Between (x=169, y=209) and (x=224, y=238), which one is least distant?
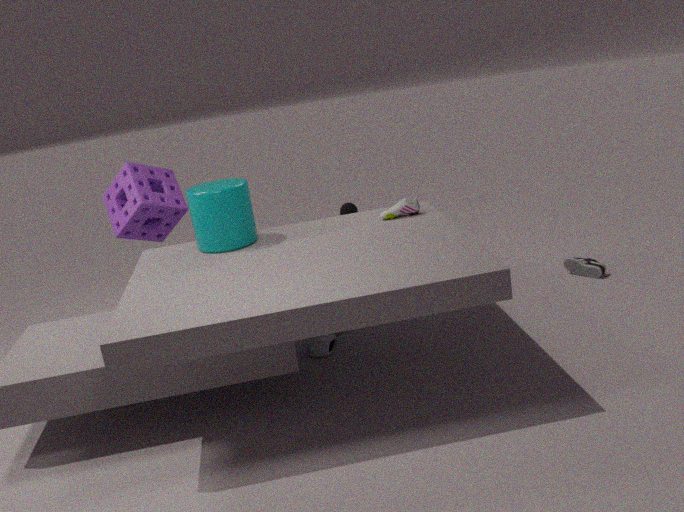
(x=224, y=238)
